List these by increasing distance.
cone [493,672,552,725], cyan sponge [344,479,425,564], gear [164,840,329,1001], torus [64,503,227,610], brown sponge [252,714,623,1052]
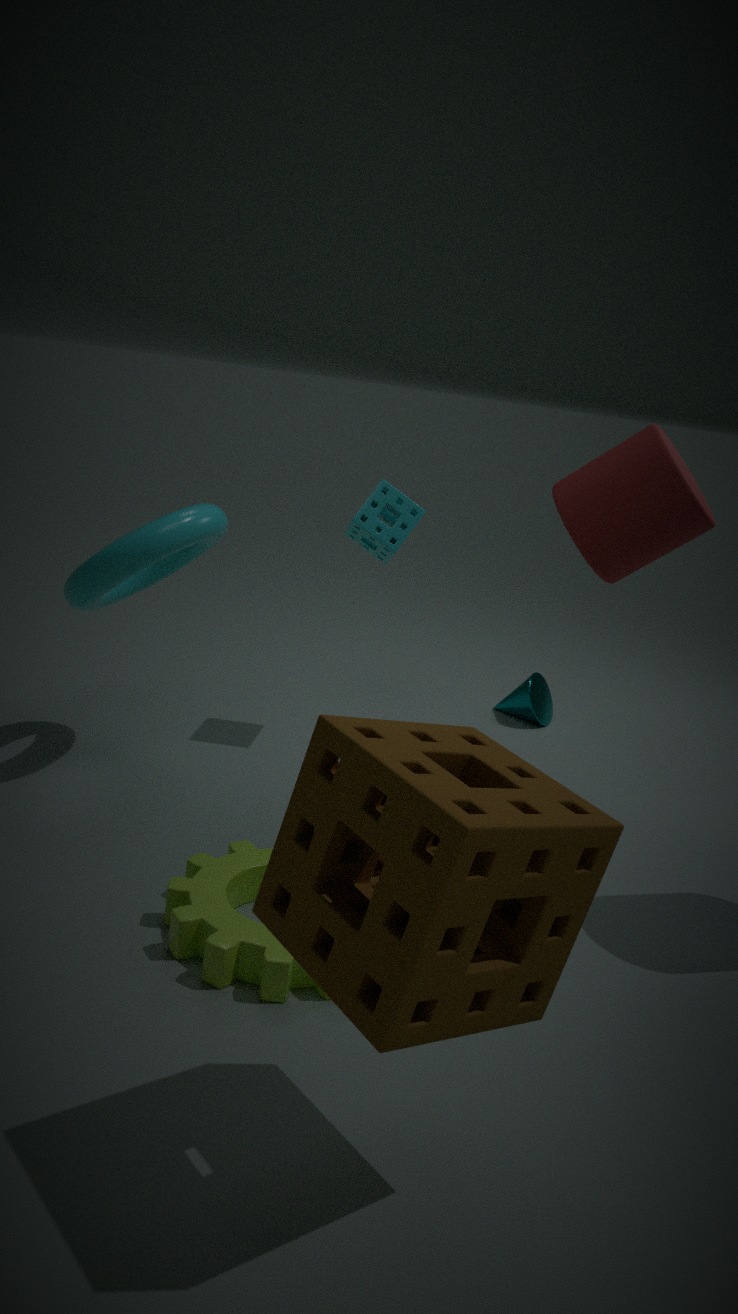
brown sponge [252,714,623,1052] → gear [164,840,329,1001] → torus [64,503,227,610] → cyan sponge [344,479,425,564] → cone [493,672,552,725]
